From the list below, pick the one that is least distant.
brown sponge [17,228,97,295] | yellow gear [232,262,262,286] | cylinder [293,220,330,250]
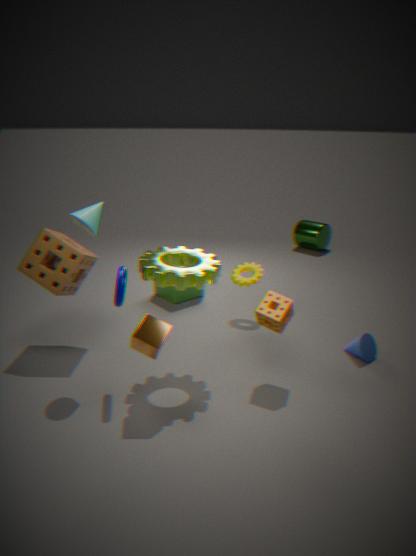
brown sponge [17,228,97,295]
